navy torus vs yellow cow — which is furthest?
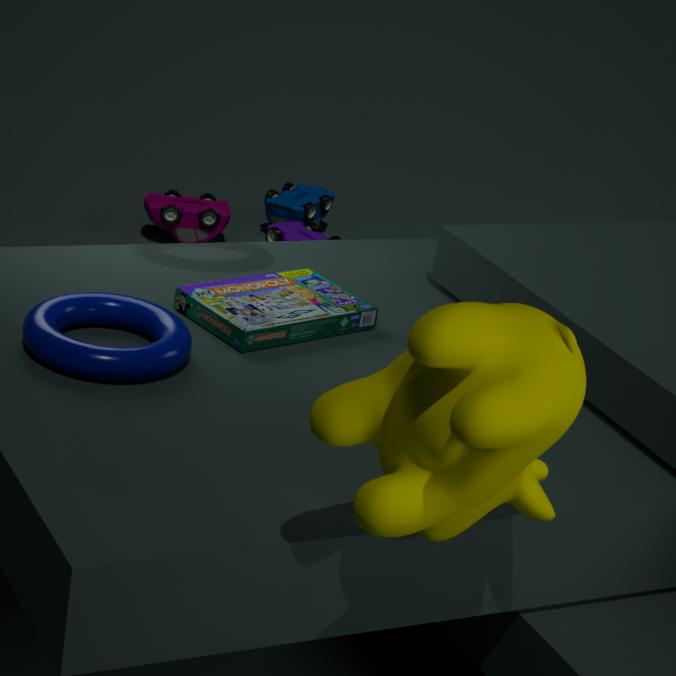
navy torus
